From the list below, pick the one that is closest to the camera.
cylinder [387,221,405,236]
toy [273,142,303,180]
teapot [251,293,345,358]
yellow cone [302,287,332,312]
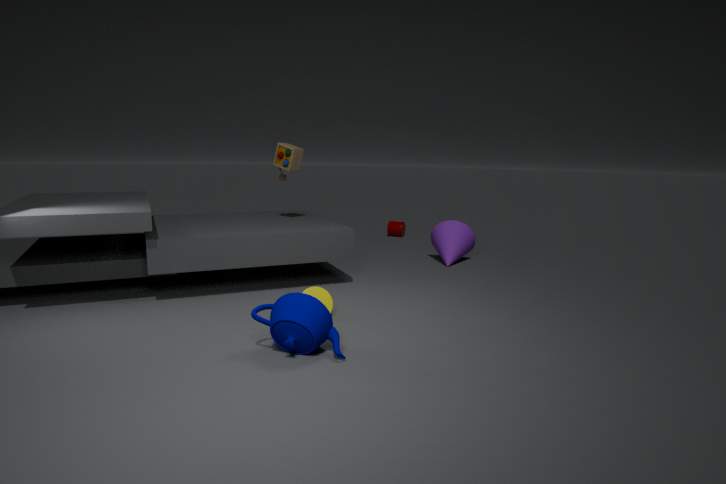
teapot [251,293,345,358]
